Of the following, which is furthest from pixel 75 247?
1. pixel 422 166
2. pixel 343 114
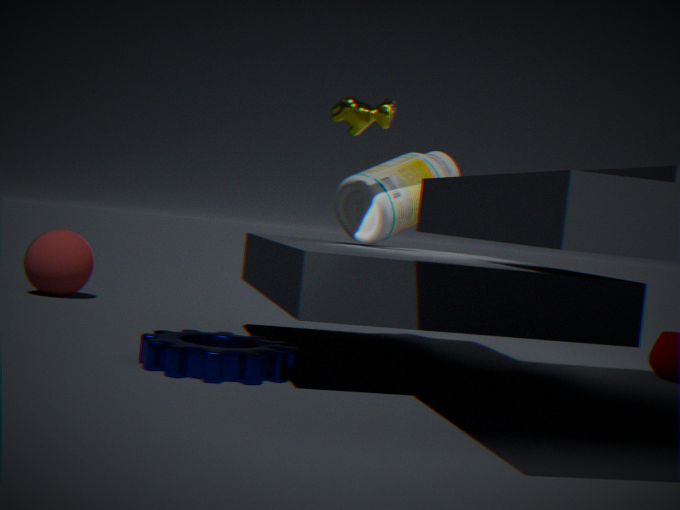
pixel 343 114
